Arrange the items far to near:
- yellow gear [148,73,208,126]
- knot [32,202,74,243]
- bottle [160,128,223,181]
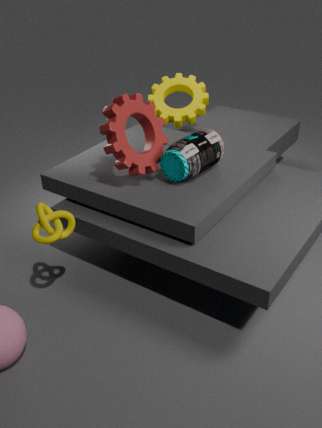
1. yellow gear [148,73,208,126]
2. bottle [160,128,223,181]
3. knot [32,202,74,243]
